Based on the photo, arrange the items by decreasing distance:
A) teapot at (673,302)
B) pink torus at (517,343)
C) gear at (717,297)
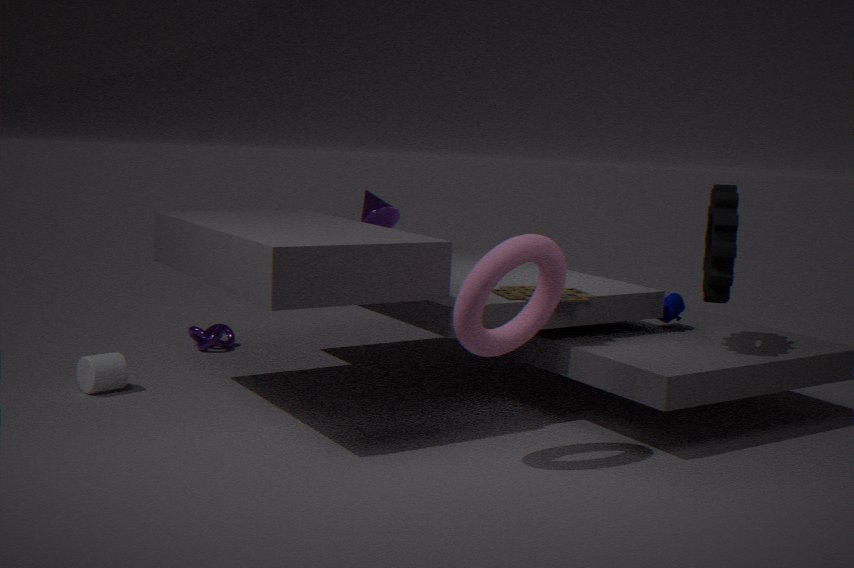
teapot at (673,302)
gear at (717,297)
pink torus at (517,343)
